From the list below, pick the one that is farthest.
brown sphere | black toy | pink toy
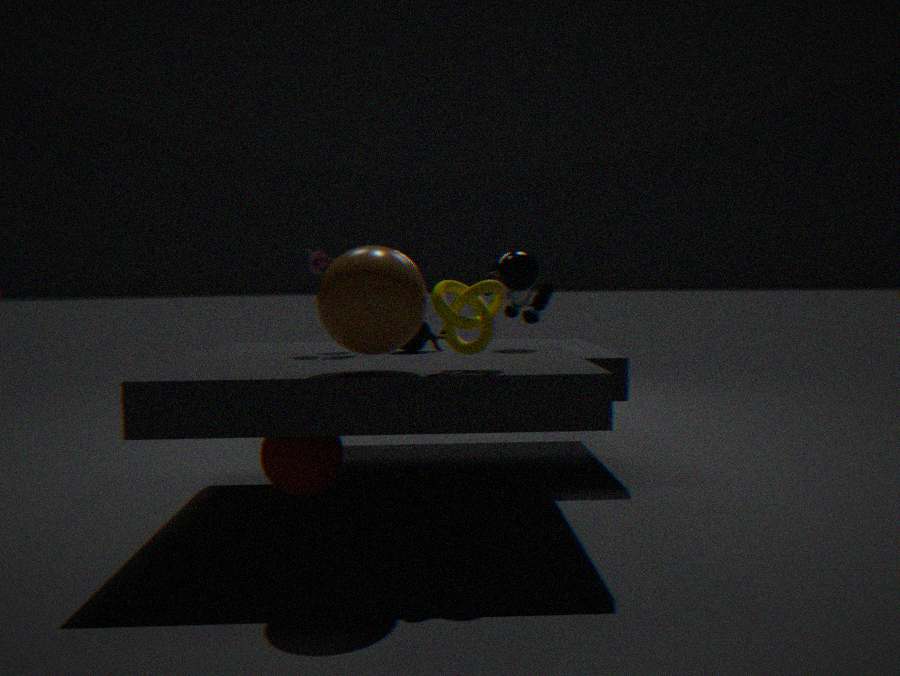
black toy
